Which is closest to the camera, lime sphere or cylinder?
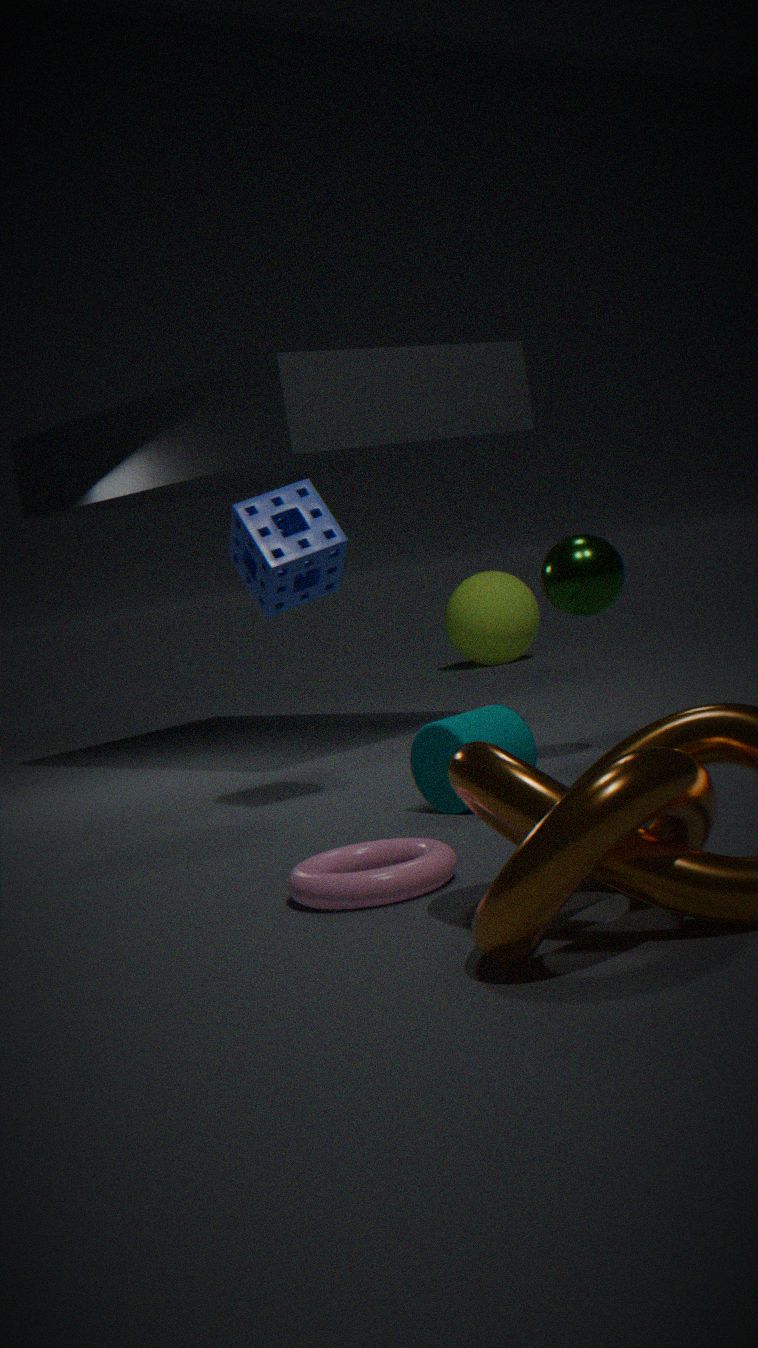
cylinder
